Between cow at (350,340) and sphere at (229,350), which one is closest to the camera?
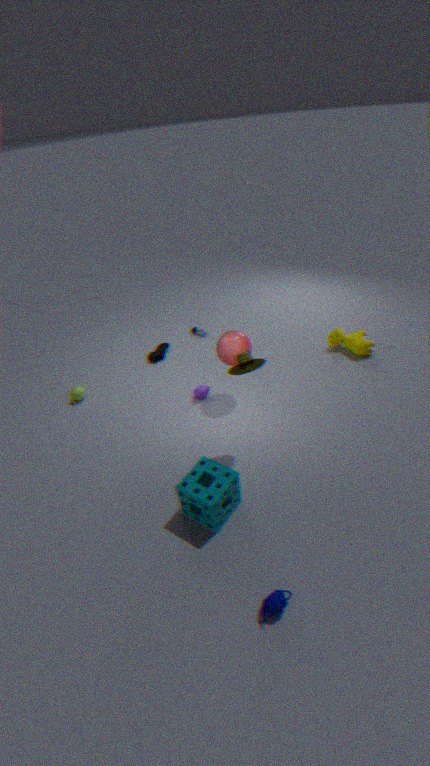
sphere at (229,350)
